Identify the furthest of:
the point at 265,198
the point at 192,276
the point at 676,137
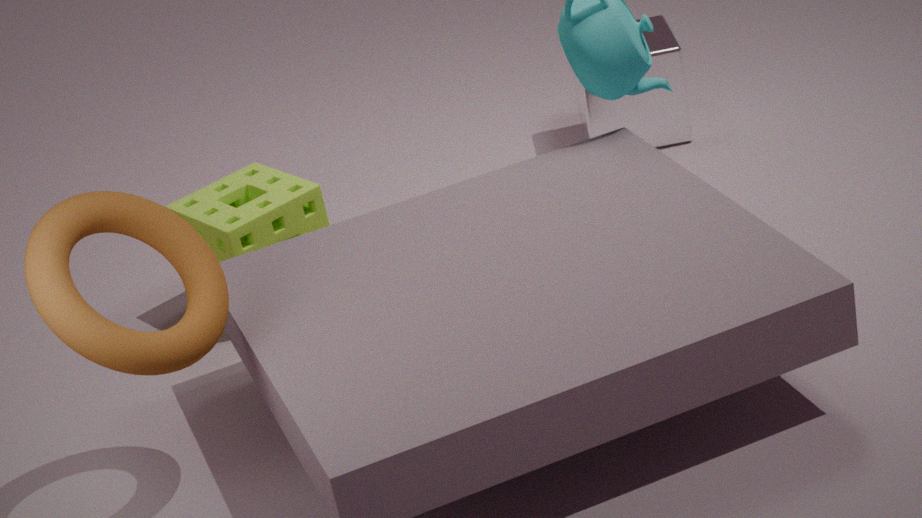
the point at 676,137
